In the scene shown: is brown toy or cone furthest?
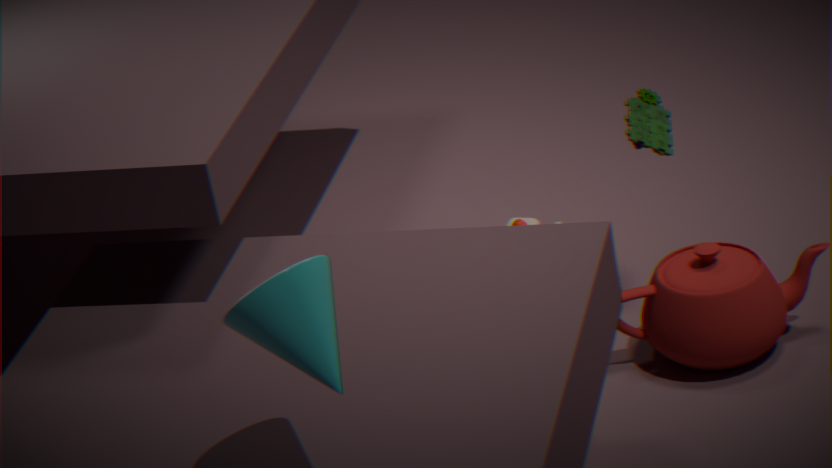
brown toy
